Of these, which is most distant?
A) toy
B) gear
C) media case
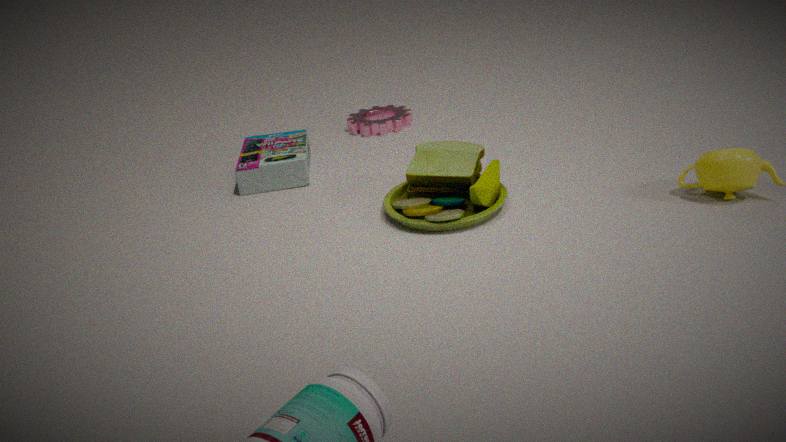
B. gear
